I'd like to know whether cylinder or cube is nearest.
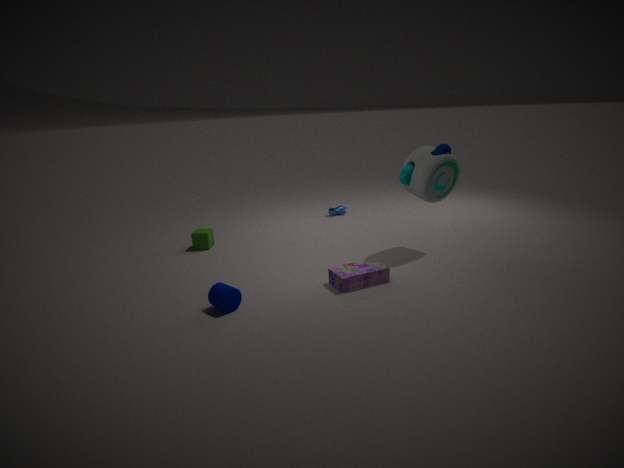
cylinder
